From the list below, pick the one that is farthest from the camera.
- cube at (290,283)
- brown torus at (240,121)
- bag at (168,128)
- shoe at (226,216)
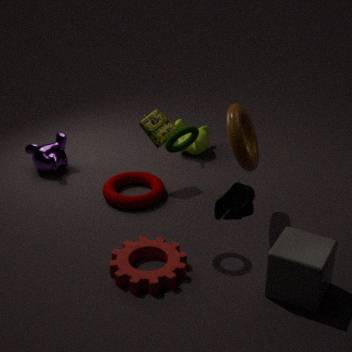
bag at (168,128)
